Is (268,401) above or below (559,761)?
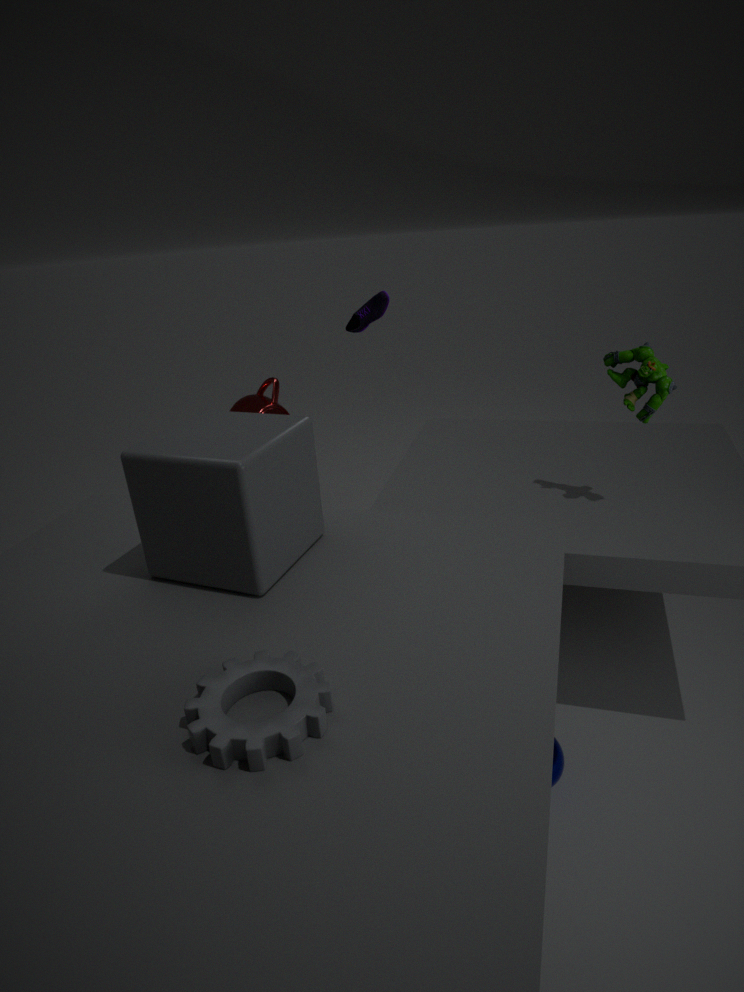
above
